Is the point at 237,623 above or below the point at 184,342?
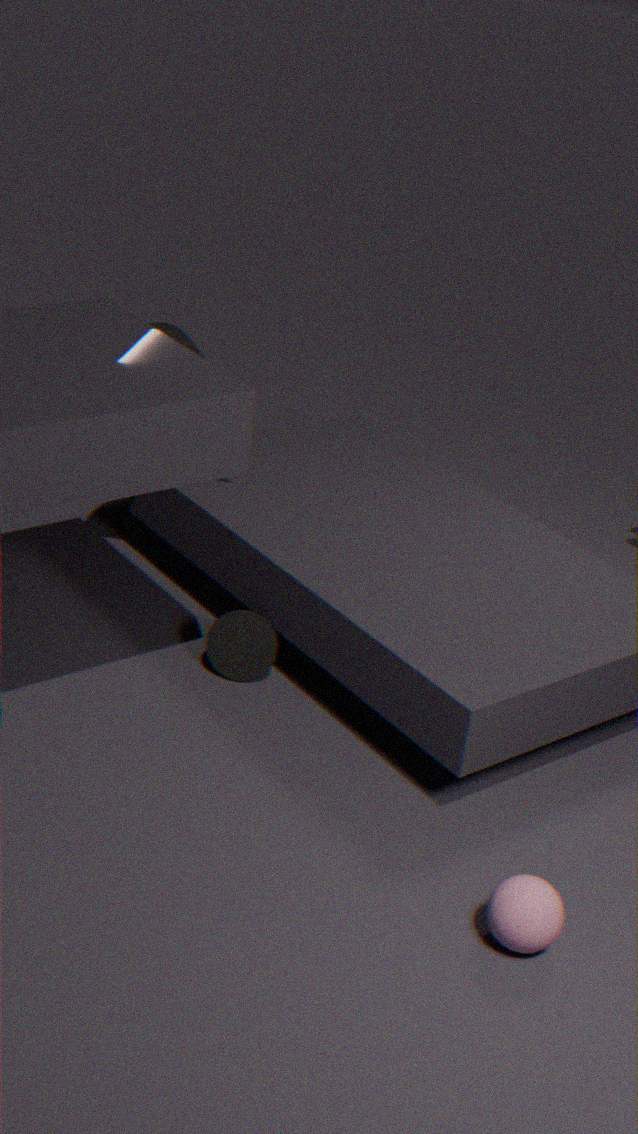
below
